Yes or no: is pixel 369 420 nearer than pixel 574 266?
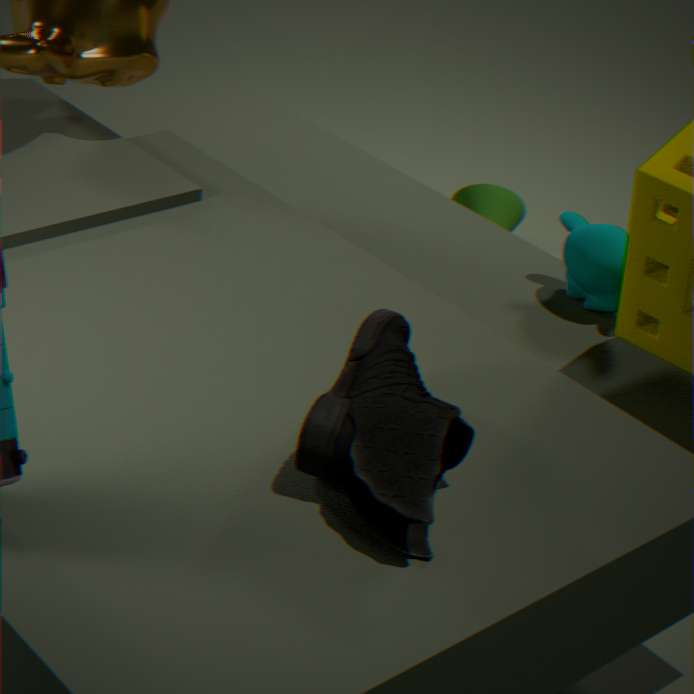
Yes
